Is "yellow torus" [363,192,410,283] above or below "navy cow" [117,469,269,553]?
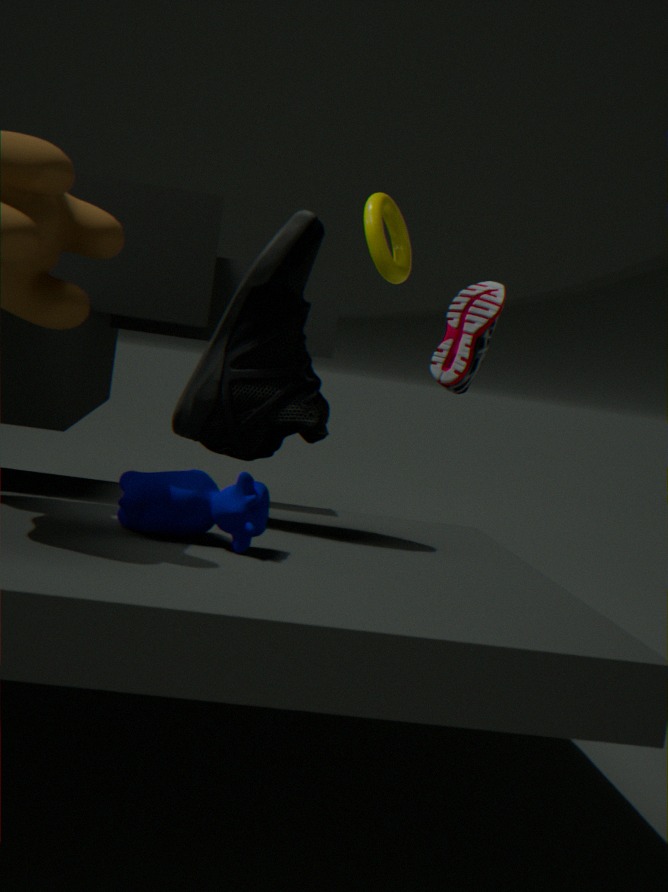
above
